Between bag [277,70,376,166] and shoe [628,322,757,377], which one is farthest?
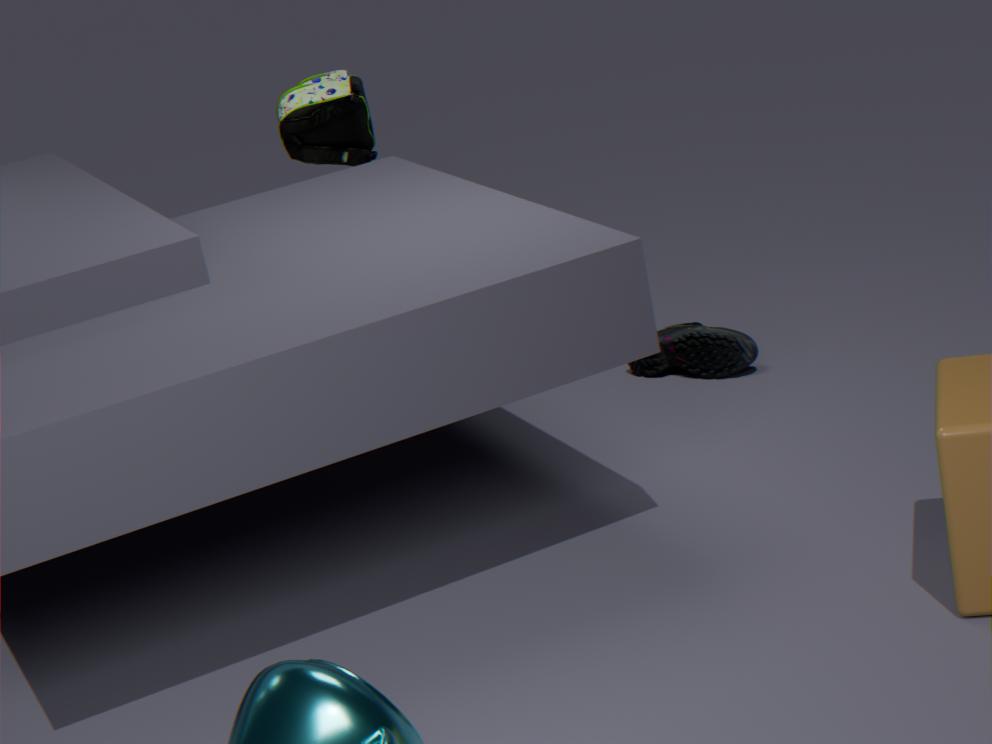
bag [277,70,376,166]
